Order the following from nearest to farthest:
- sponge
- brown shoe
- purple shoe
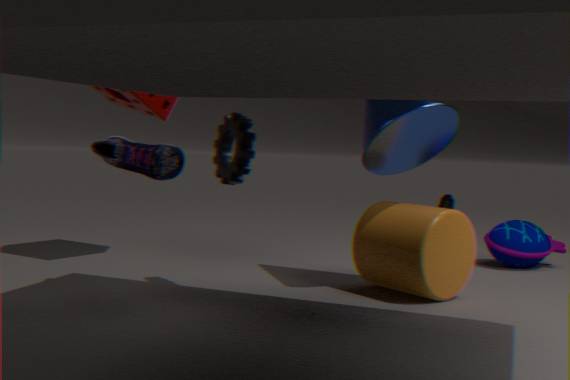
purple shoe → sponge → brown shoe
